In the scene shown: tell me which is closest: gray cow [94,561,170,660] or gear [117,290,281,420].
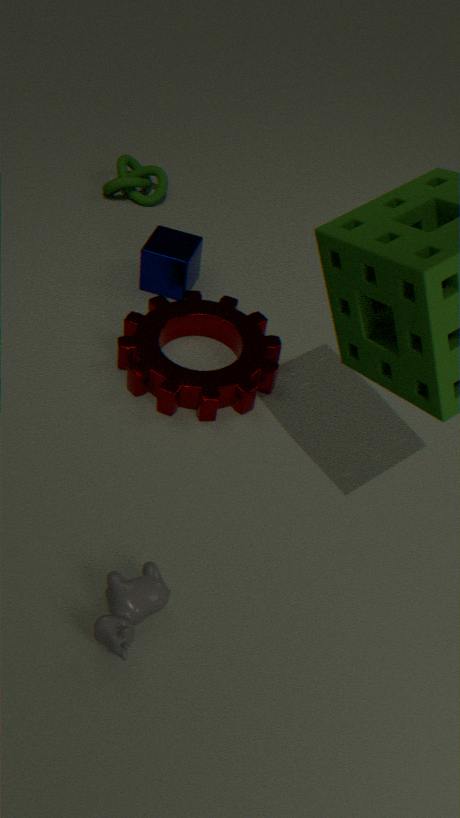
gray cow [94,561,170,660]
